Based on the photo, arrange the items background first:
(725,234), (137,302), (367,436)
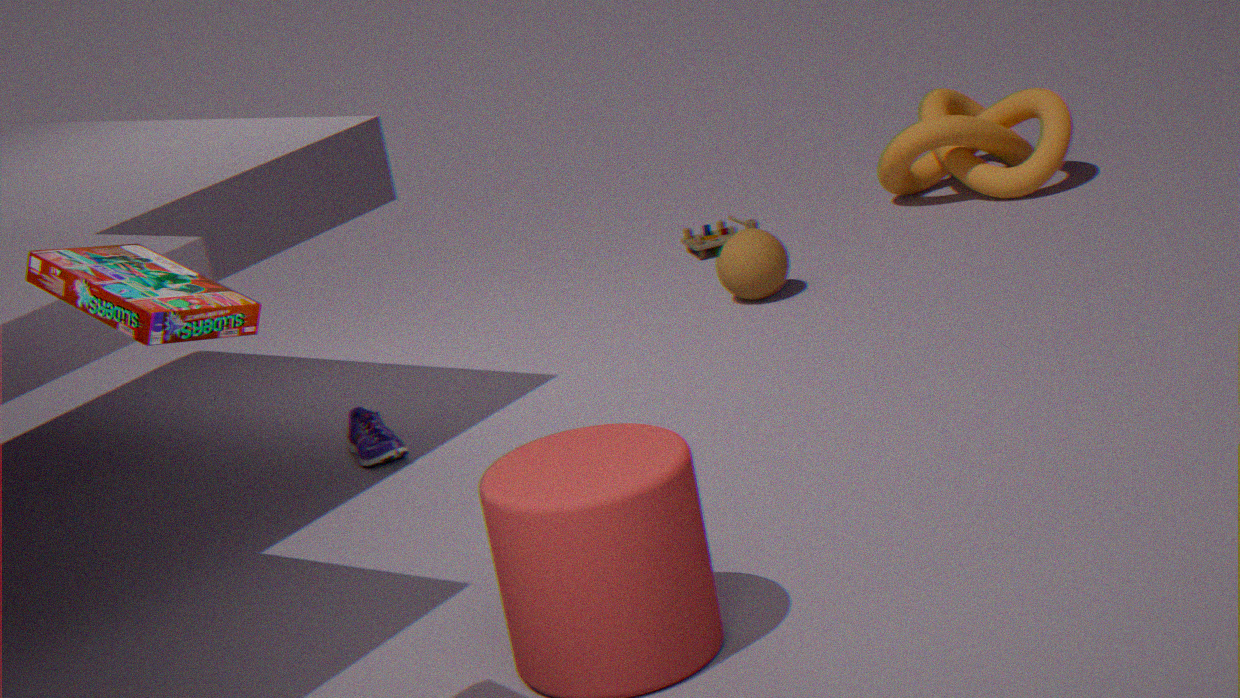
(725,234), (367,436), (137,302)
